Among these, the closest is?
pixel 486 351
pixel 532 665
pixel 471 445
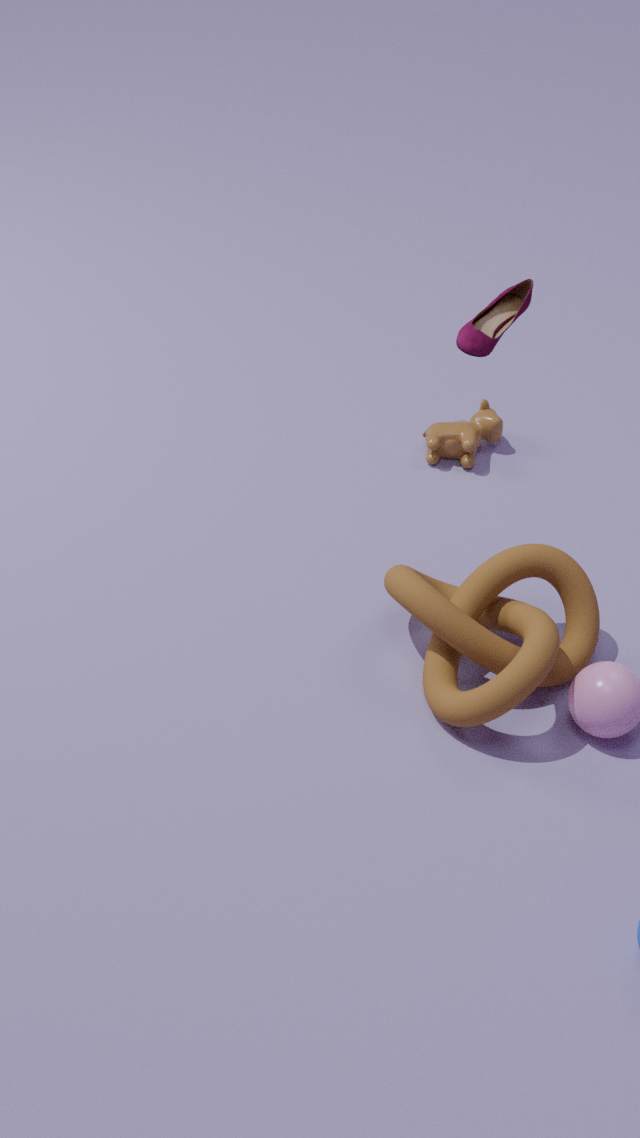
pixel 486 351
